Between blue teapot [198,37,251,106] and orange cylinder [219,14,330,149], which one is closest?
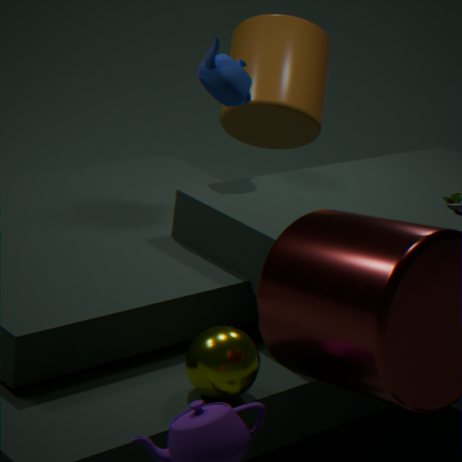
blue teapot [198,37,251,106]
